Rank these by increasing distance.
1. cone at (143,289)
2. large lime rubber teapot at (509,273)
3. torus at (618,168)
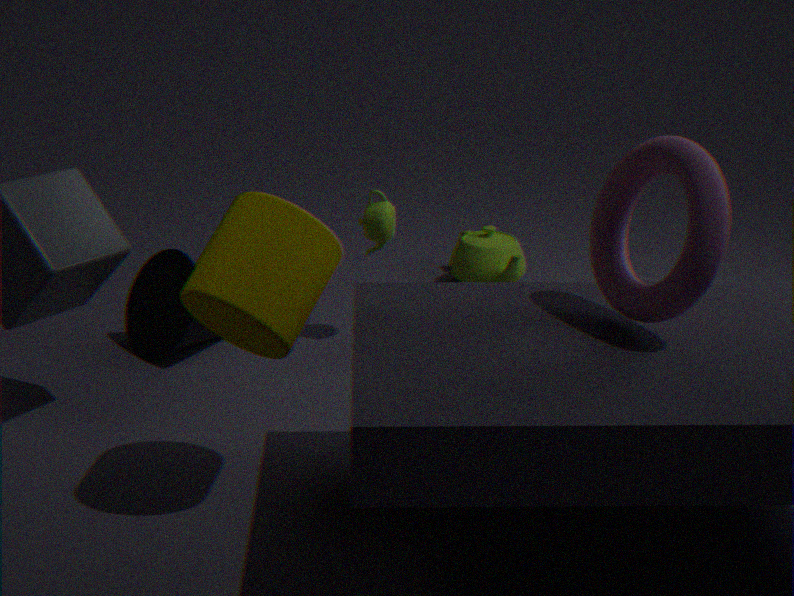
torus at (618,168)
cone at (143,289)
large lime rubber teapot at (509,273)
